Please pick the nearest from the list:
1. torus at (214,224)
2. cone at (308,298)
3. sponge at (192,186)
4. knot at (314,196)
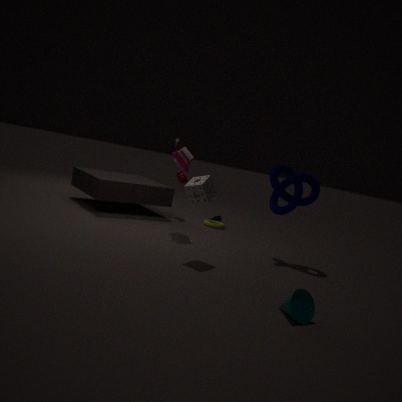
cone at (308,298)
